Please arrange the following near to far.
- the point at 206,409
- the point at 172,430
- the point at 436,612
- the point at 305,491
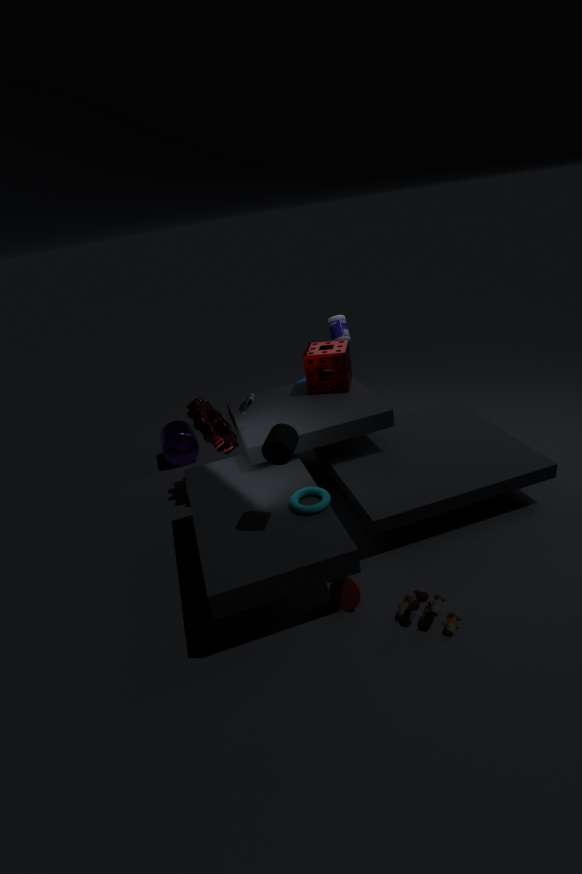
the point at 436,612 < the point at 305,491 < the point at 206,409 < the point at 172,430
